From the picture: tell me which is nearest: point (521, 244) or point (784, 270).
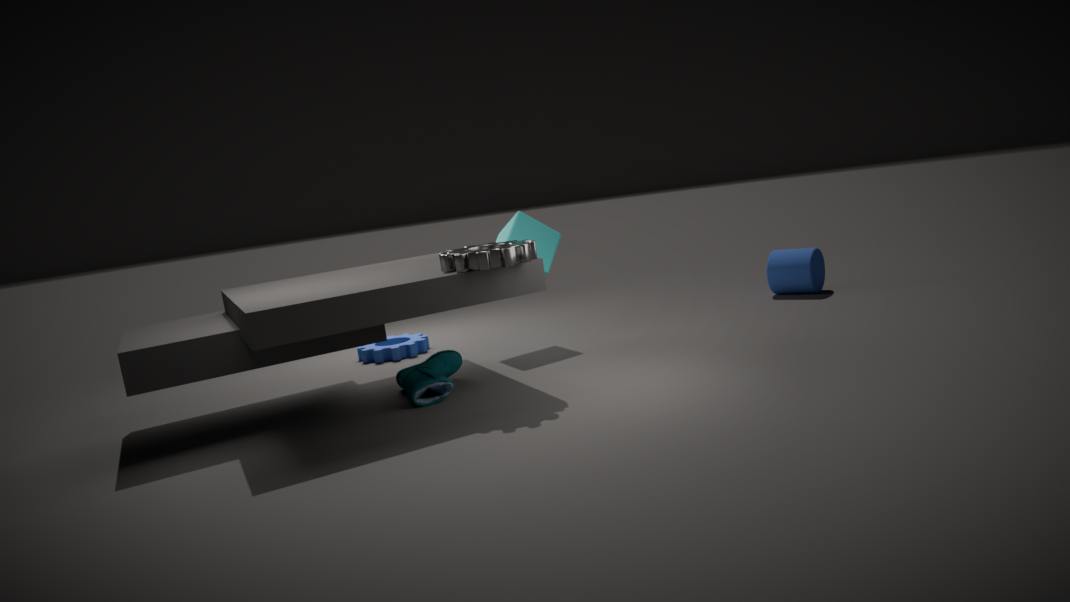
point (521, 244)
